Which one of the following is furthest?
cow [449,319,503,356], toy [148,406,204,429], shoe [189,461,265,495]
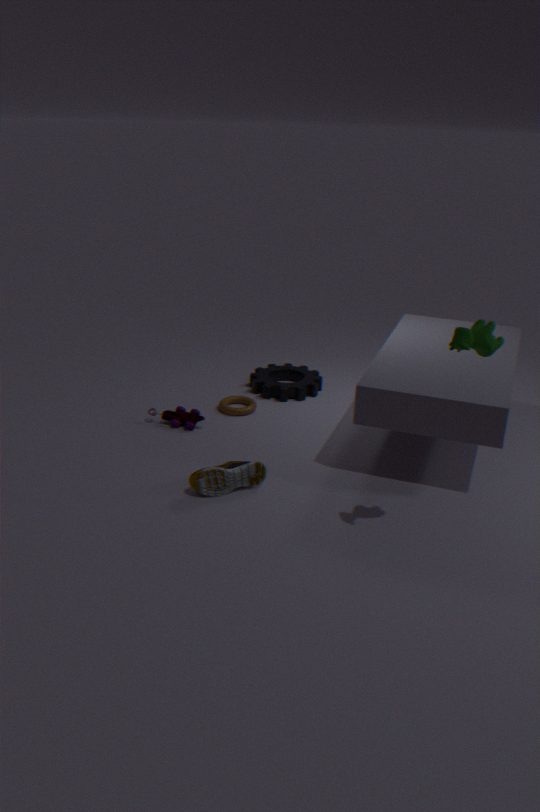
toy [148,406,204,429]
